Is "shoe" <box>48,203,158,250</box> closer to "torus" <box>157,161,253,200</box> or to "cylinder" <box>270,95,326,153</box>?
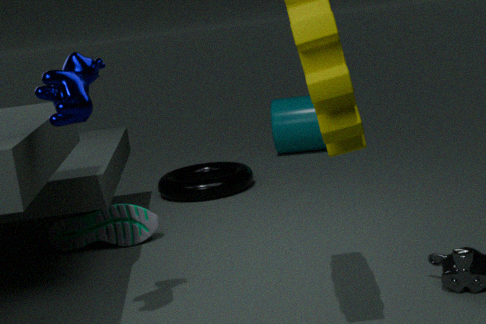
"torus" <box>157,161,253,200</box>
